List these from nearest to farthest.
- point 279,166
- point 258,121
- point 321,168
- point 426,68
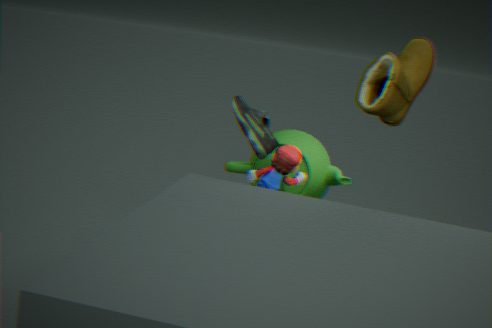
point 426,68
point 258,121
point 279,166
point 321,168
